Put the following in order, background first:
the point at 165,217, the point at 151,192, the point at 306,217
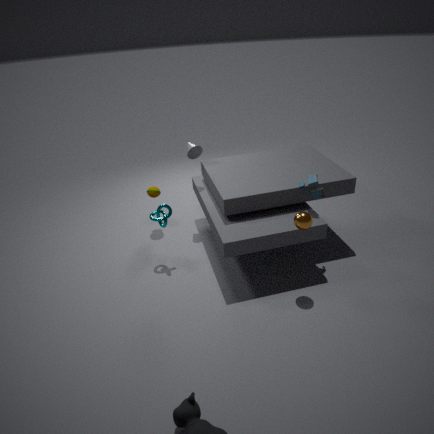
the point at 151,192
the point at 165,217
the point at 306,217
